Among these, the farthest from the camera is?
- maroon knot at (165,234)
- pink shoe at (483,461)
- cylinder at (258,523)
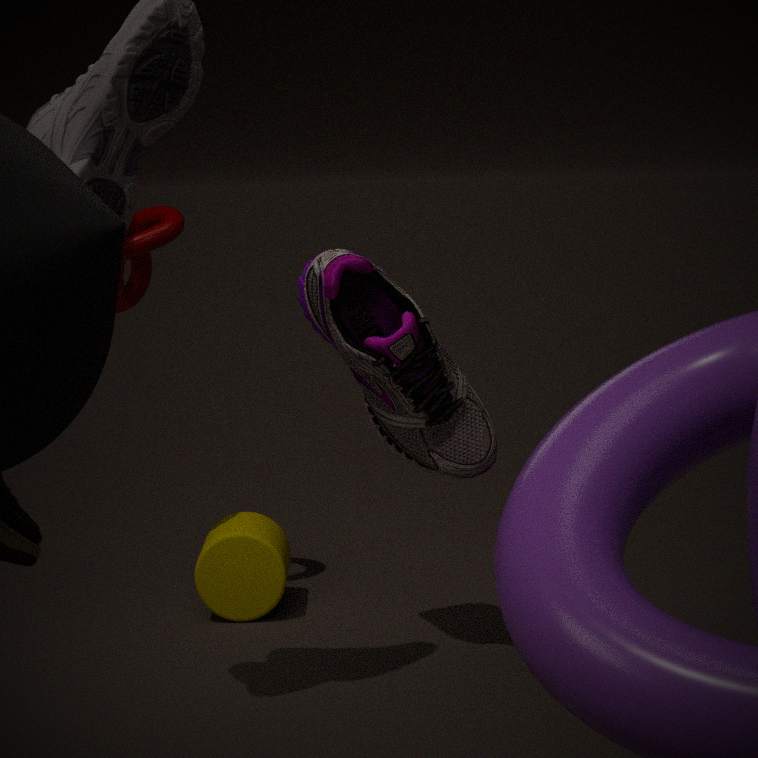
cylinder at (258,523)
